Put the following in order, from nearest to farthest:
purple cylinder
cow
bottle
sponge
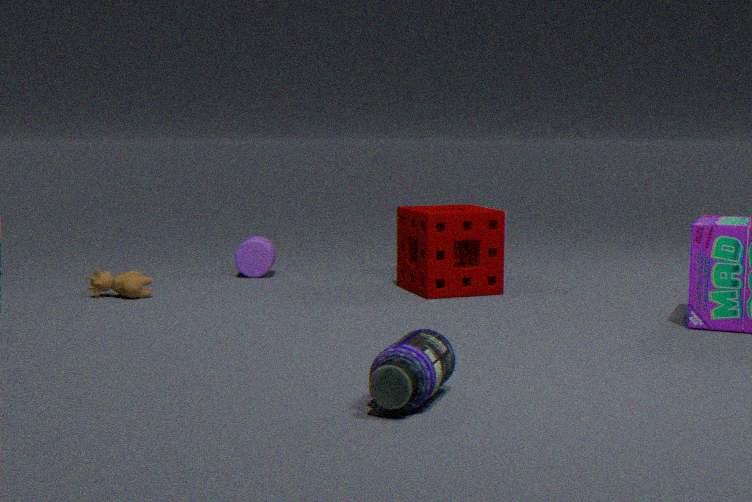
bottle
cow
sponge
purple cylinder
